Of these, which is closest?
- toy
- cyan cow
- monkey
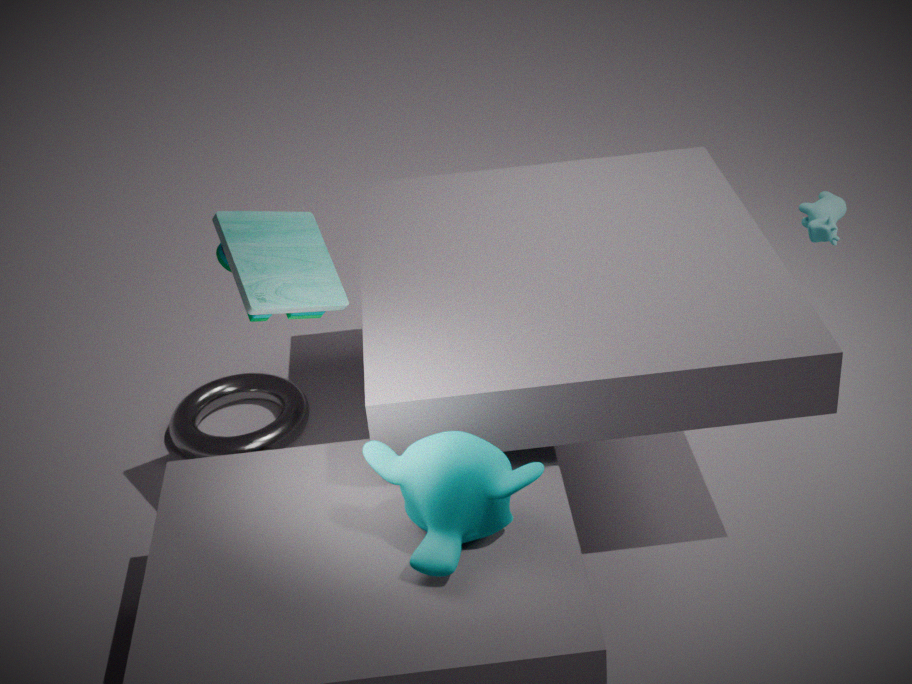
monkey
